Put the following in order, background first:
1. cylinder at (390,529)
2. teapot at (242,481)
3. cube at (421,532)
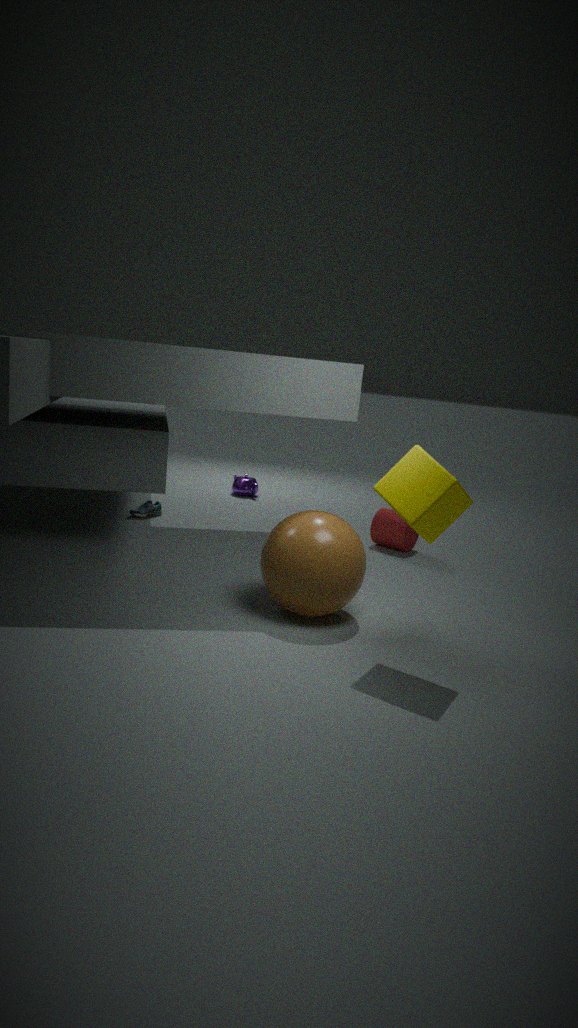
1. teapot at (242,481)
2. cylinder at (390,529)
3. cube at (421,532)
